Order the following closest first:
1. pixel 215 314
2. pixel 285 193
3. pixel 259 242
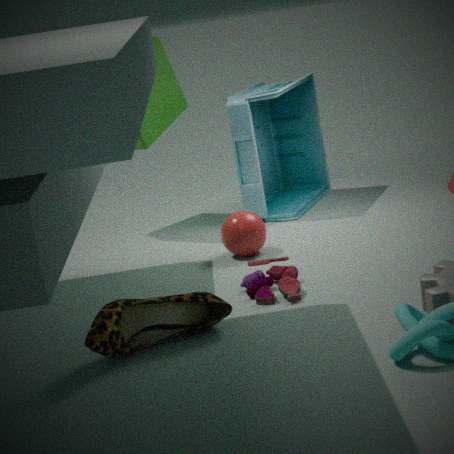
1. pixel 215 314
2. pixel 259 242
3. pixel 285 193
